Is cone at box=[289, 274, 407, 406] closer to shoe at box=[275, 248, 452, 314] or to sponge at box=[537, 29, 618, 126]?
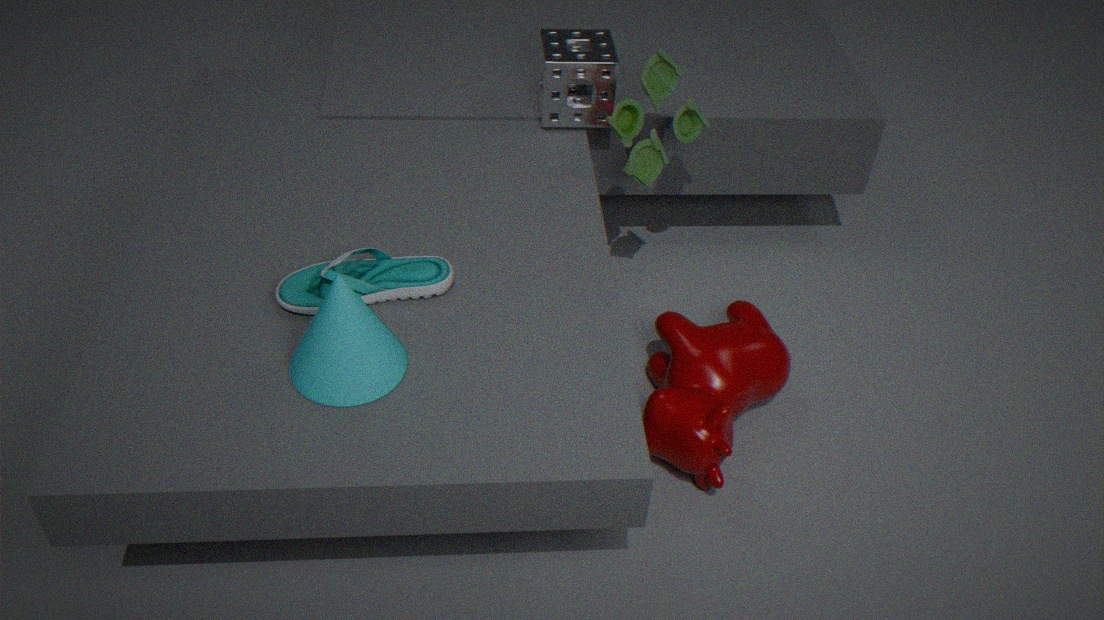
shoe at box=[275, 248, 452, 314]
